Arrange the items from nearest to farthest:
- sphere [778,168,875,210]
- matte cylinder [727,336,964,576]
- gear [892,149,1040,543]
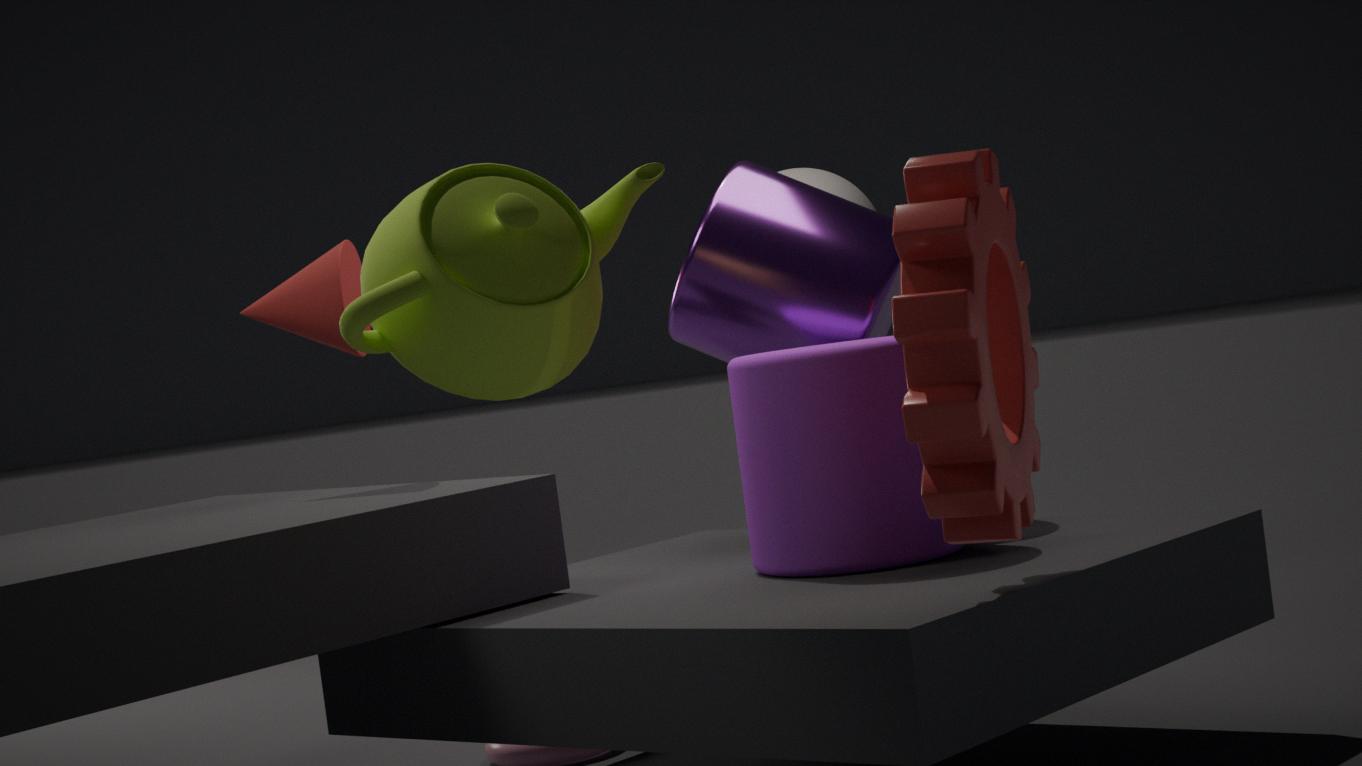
gear [892,149,1040,543] → matte cylinder [727,336,964,576] → sphere [778,168,875,210]
